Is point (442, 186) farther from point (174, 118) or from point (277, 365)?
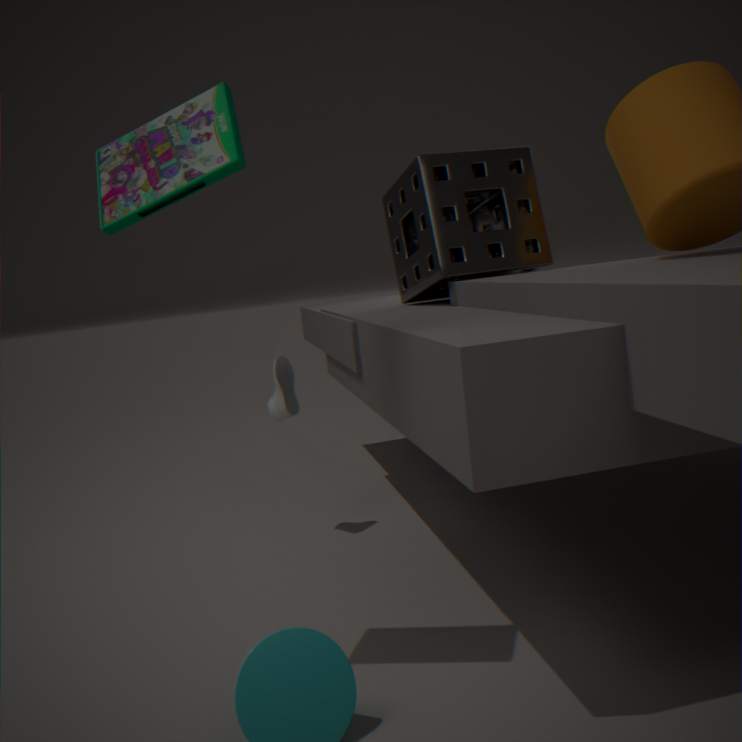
point (174, 118)
